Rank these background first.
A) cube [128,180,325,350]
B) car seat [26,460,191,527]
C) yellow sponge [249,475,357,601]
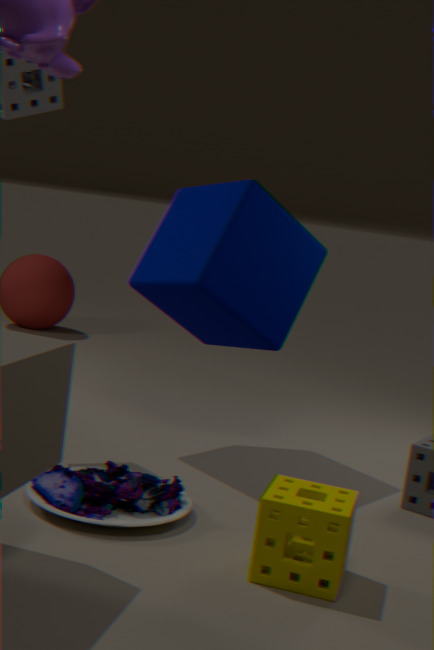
1. cube [128,180,325,350]
2. car seat [26,460,191,527]
3. yellow sponge [249,475,357,601]
